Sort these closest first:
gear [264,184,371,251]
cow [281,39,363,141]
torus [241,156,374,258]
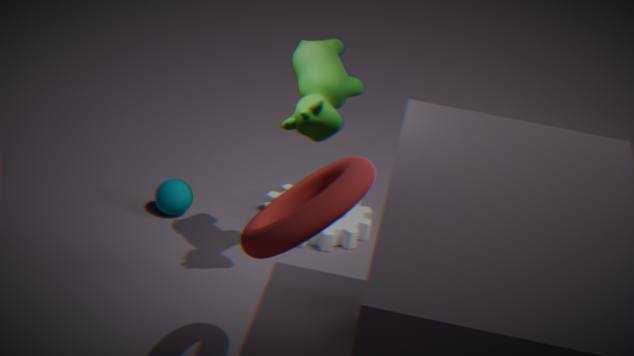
torus [241,156,374,258]
cow [281,39,363,141]
gear [264,184,371,251]
